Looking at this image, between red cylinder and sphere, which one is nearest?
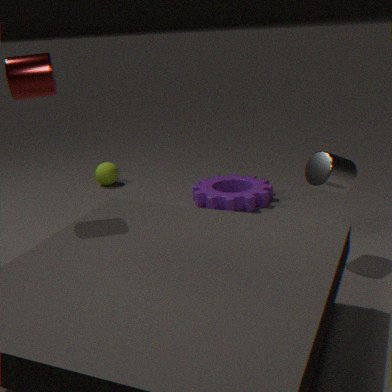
red cylinder
